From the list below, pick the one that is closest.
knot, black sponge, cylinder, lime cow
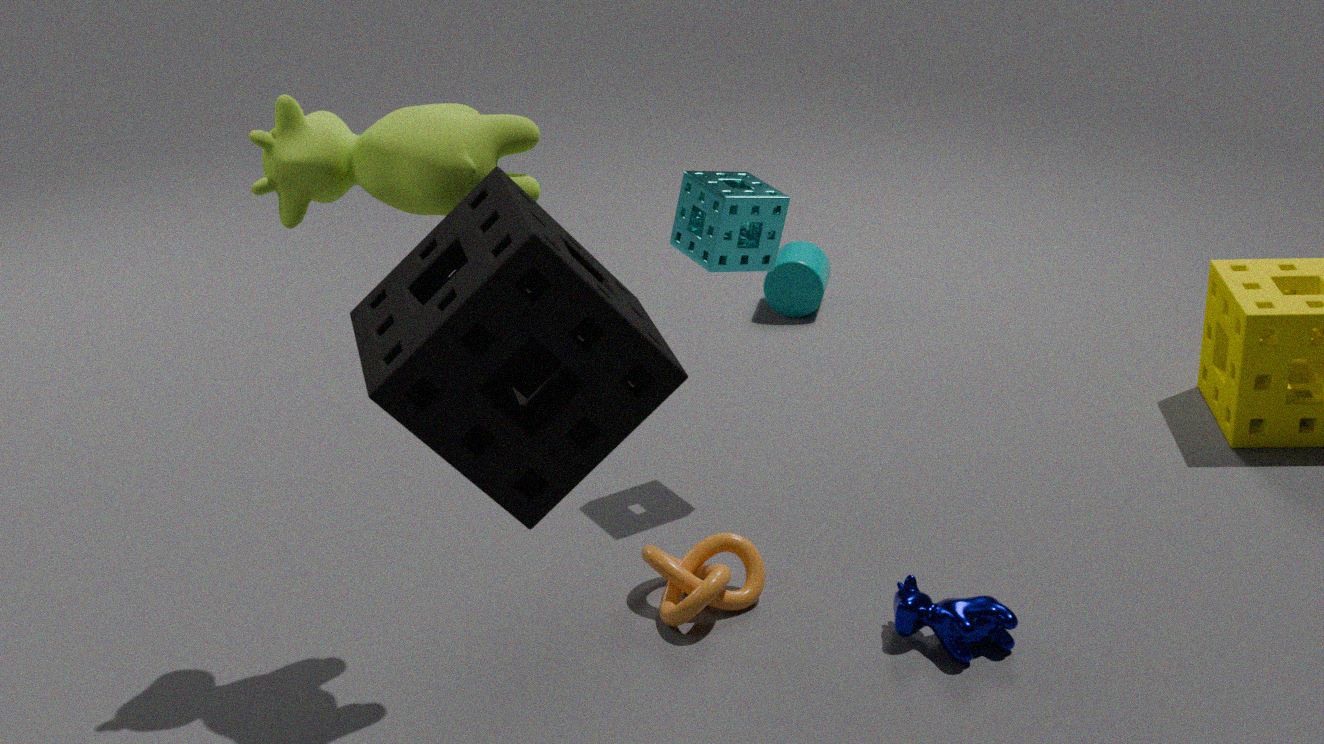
black sponge
